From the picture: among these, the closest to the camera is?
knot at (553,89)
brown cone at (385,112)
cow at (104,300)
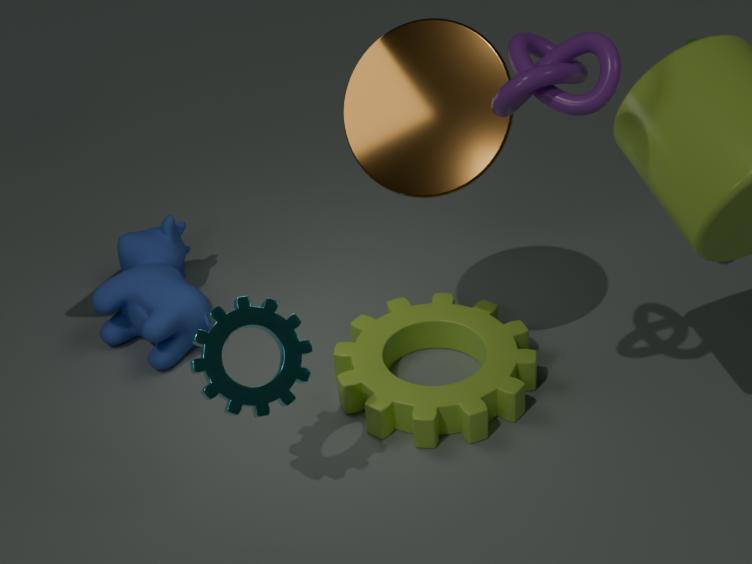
knot at (553,89)
